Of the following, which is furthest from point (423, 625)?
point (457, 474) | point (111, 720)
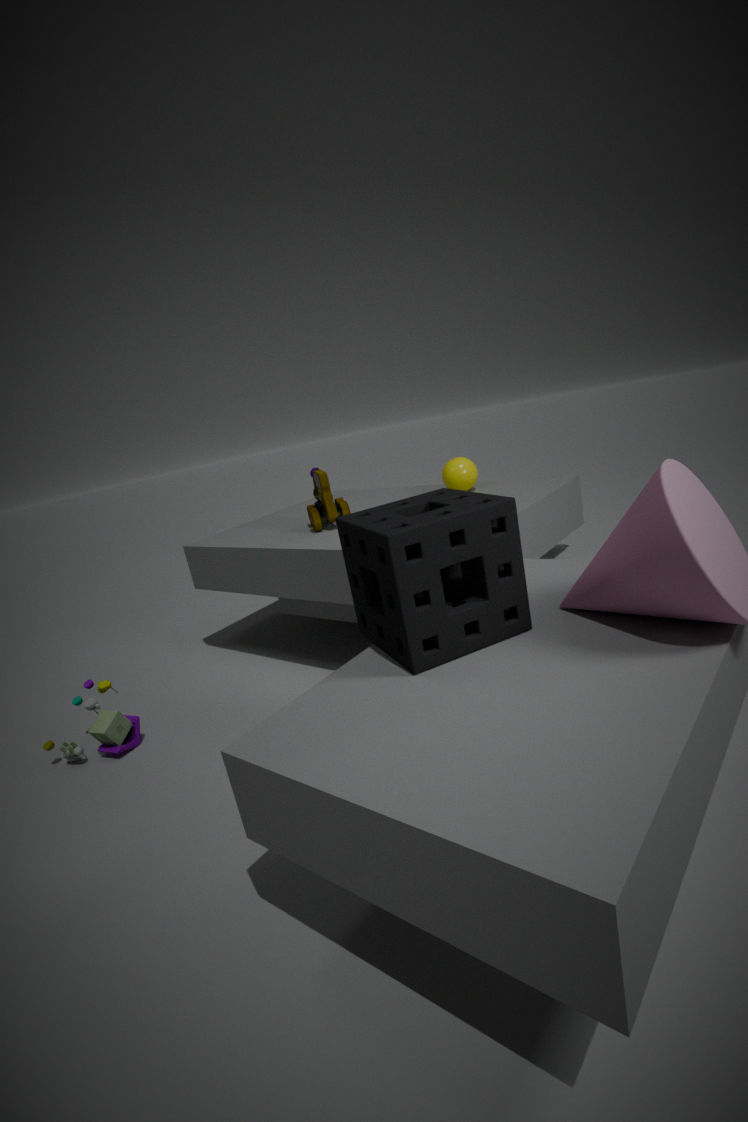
point (111, 720)
